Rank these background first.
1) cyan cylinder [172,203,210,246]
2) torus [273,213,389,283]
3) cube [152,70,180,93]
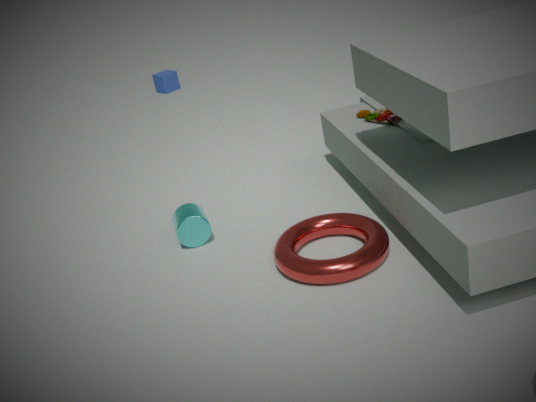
3. cube [152,70,180,93] < 1. cyan cylinder [172,203,210,246] < 2. torus [273,213,389,283]
